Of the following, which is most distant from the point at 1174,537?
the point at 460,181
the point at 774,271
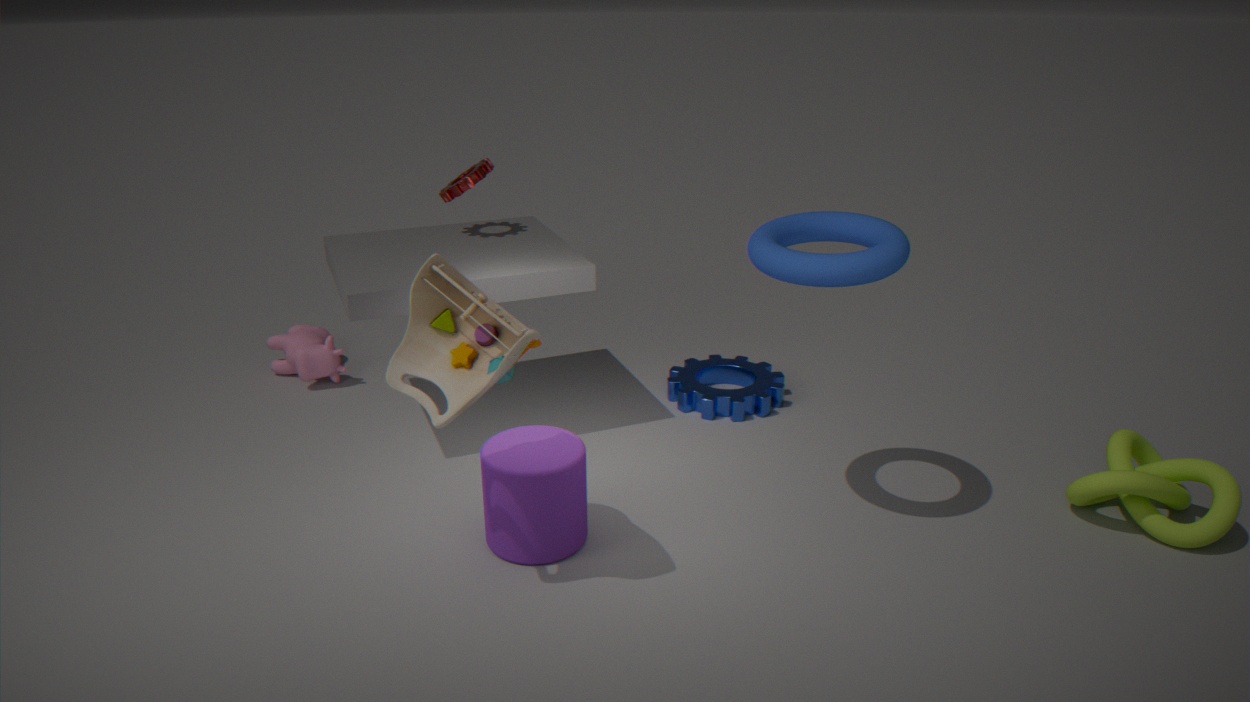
the point at 460,181
